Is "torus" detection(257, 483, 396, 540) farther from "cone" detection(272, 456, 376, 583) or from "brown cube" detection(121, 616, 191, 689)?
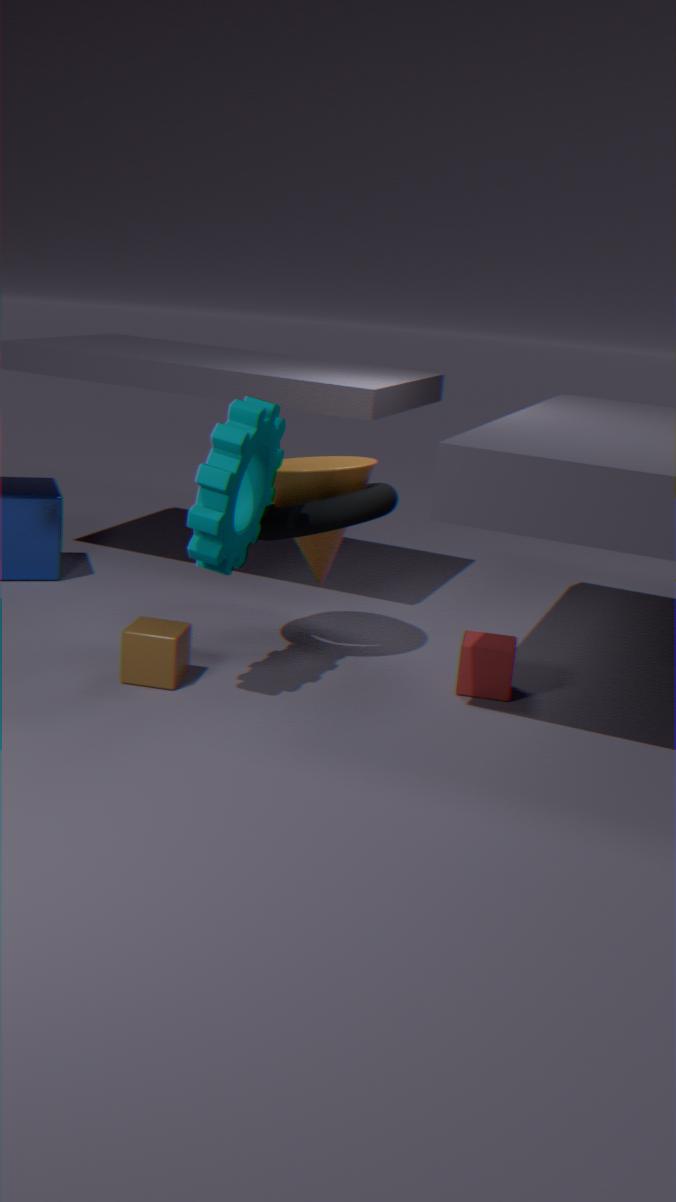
"brown cube" detection(121, 616, 191, 689)
